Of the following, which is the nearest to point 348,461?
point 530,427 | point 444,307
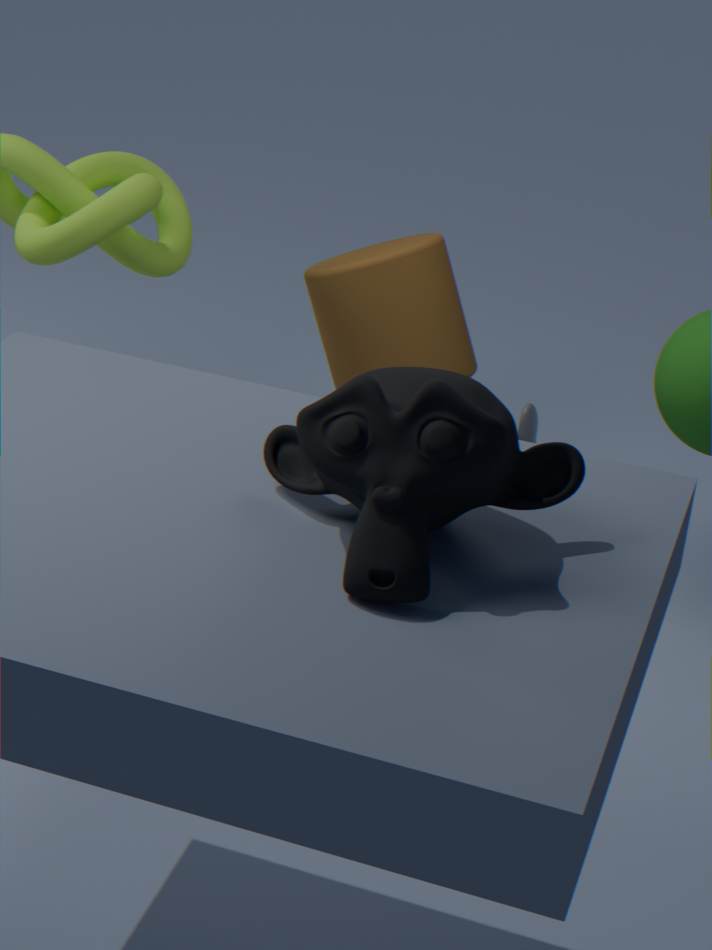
point 444,307
